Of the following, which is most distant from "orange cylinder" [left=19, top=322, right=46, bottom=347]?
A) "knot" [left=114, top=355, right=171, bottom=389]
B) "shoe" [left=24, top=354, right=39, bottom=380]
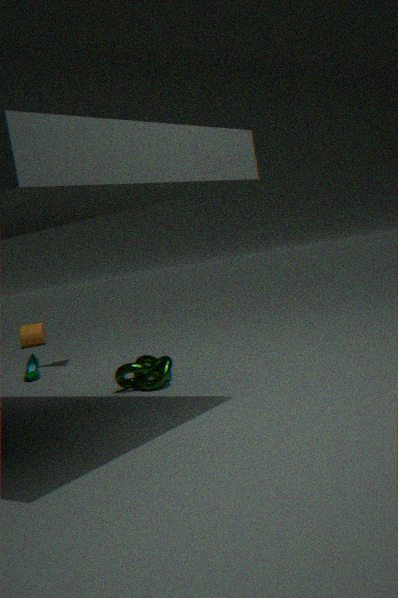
"knot" [left=114, top=355, right=171, bottom=389]
